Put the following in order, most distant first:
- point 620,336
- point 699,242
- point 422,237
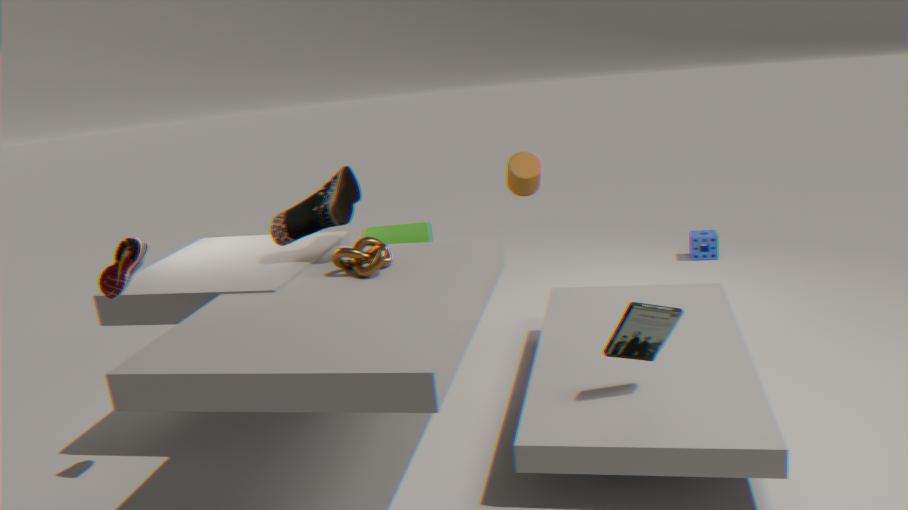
point 699,242 → point 422,237 → point 620,336
